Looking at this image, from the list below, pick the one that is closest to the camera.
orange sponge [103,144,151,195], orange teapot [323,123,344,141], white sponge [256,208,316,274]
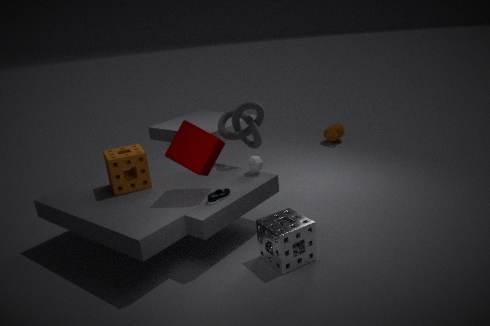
white sponge [256,208,316,274]
